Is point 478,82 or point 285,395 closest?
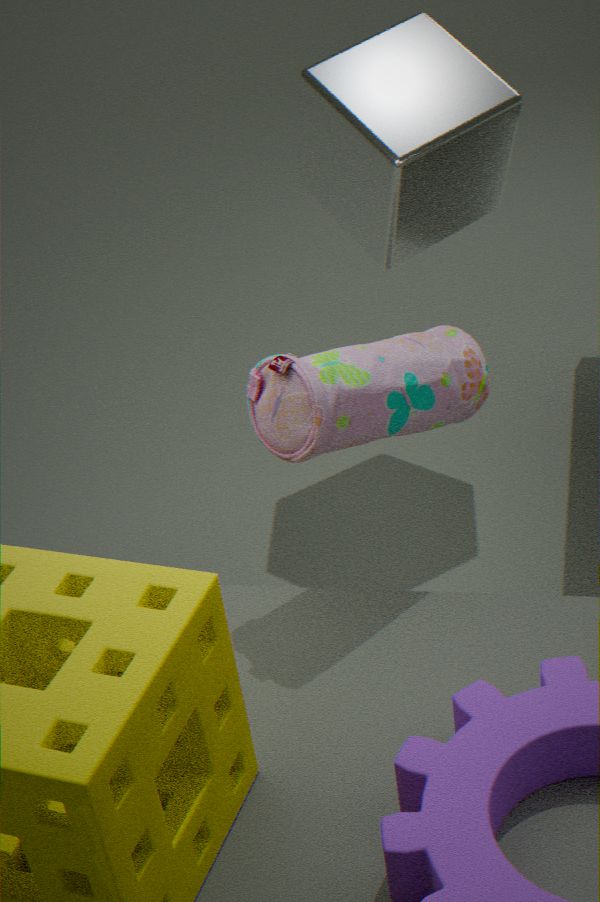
point 285,395
